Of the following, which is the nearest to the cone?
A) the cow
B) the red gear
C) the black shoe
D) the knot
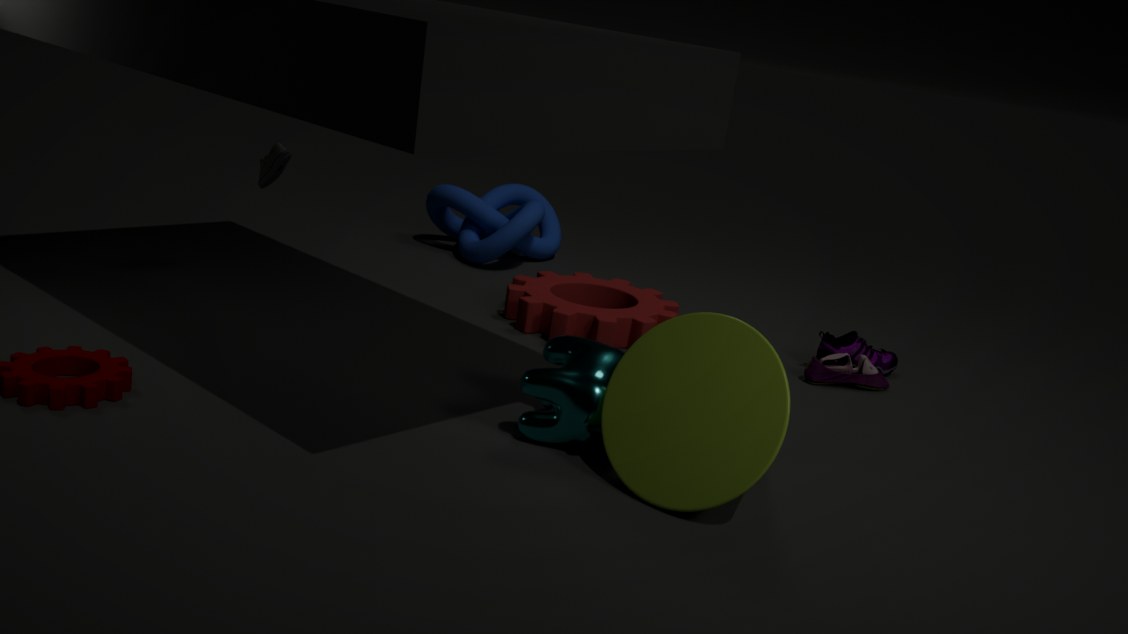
the cow
